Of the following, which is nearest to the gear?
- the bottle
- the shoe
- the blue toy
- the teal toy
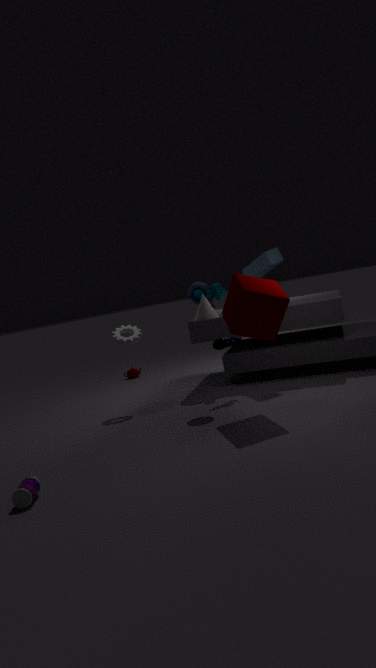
the teal toy
